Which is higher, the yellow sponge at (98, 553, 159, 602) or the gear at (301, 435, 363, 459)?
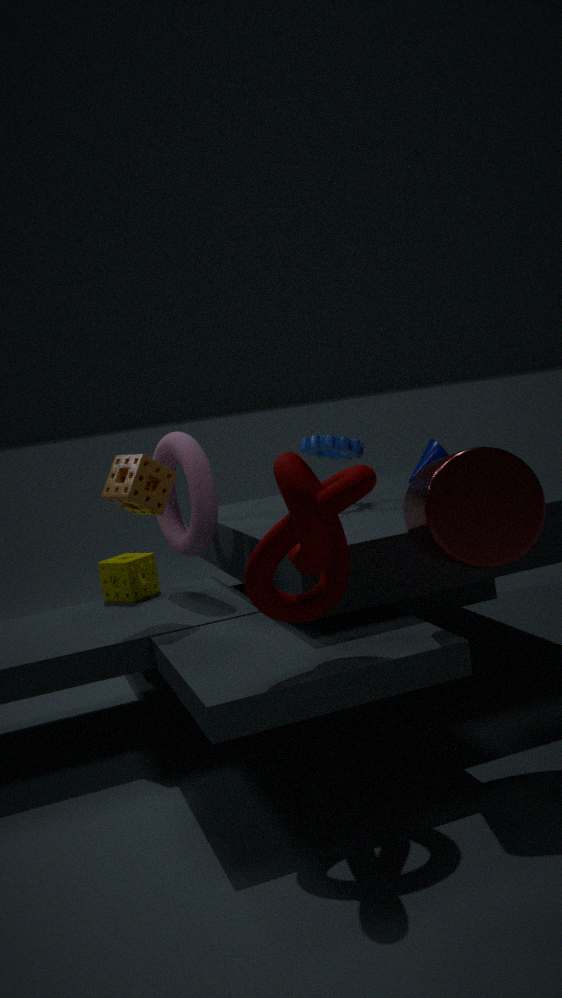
the gear at (301, 435, 363, 459)
